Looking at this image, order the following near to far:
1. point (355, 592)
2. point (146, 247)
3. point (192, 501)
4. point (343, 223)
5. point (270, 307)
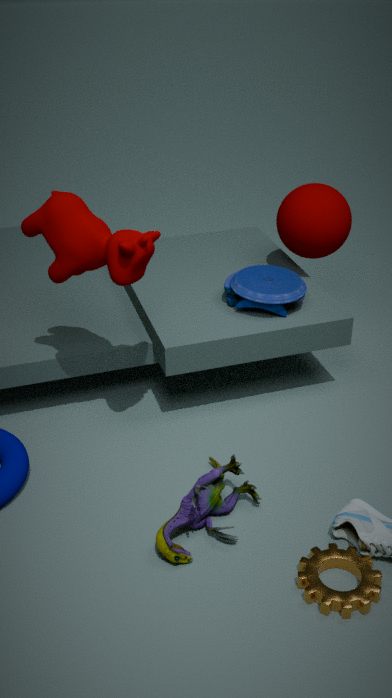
point (355, 592) < point (192, 501) < point (146, 247) < point (270, 307) < point (343, 223)
